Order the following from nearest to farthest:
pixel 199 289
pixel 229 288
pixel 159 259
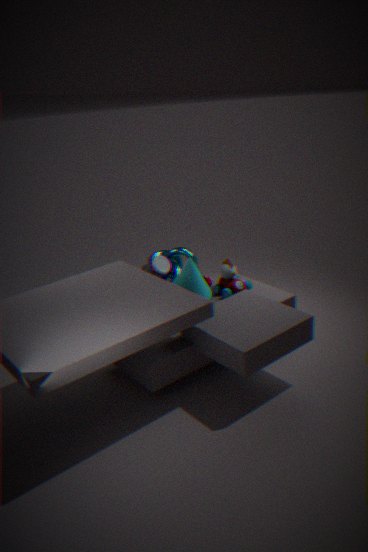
pixel 199 289
pixel 159 259
pixel 229 288
